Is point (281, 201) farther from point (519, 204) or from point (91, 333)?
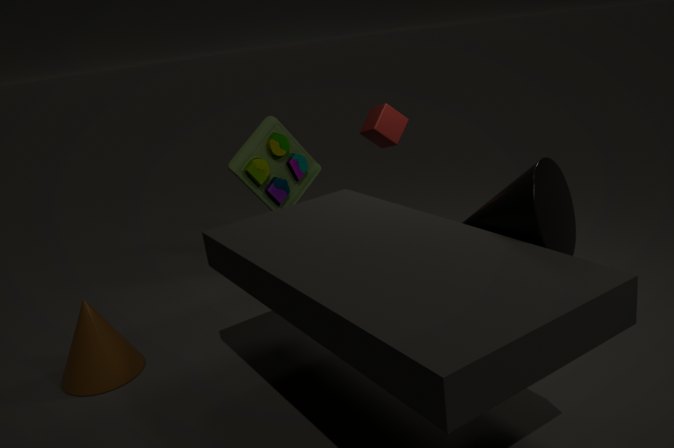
point (519, 204)
